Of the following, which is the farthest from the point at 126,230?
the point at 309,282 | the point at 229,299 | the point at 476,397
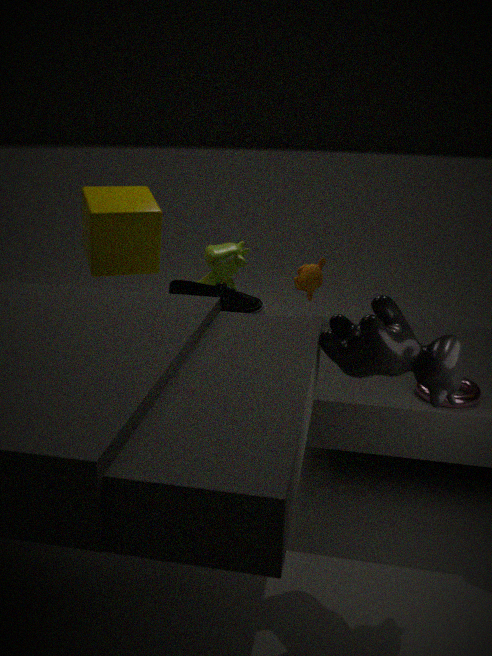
the point at 476,397
